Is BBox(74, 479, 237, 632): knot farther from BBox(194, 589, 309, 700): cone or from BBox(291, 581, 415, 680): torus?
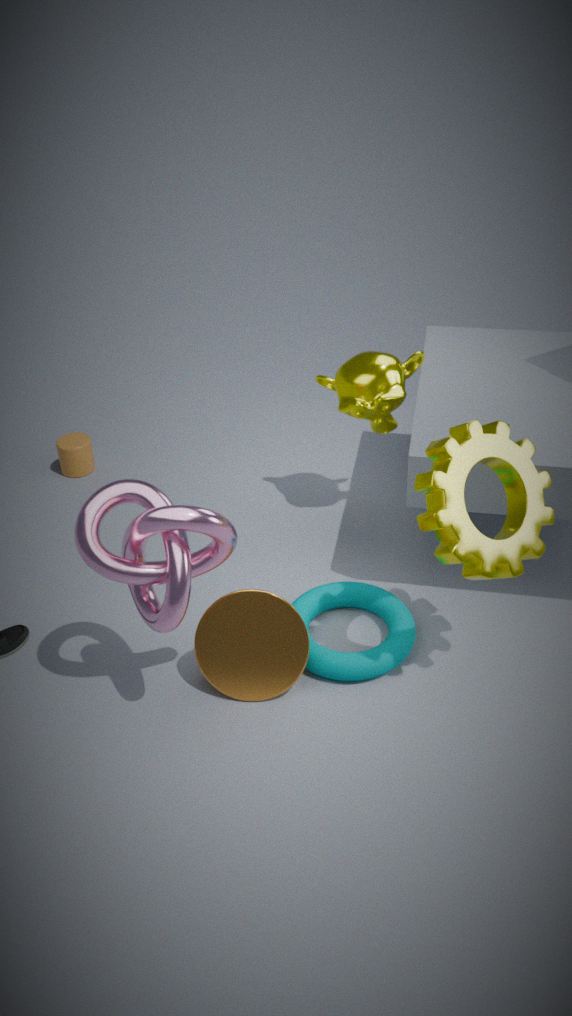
BBox(291, 581, 415, 680): torus
